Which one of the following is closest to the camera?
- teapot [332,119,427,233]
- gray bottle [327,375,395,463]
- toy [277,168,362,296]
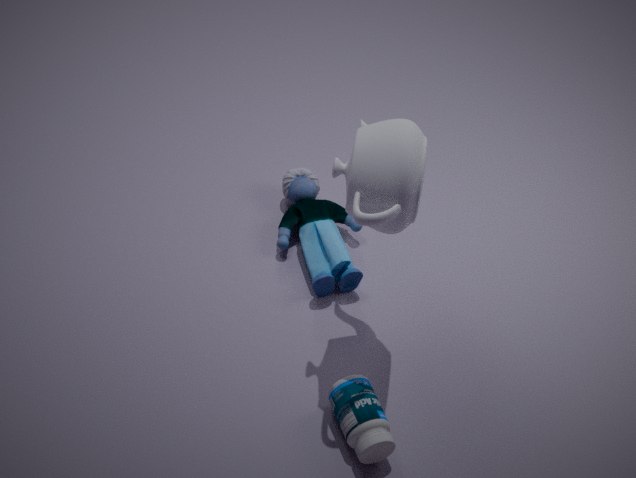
teapot [332,119,427,233]
